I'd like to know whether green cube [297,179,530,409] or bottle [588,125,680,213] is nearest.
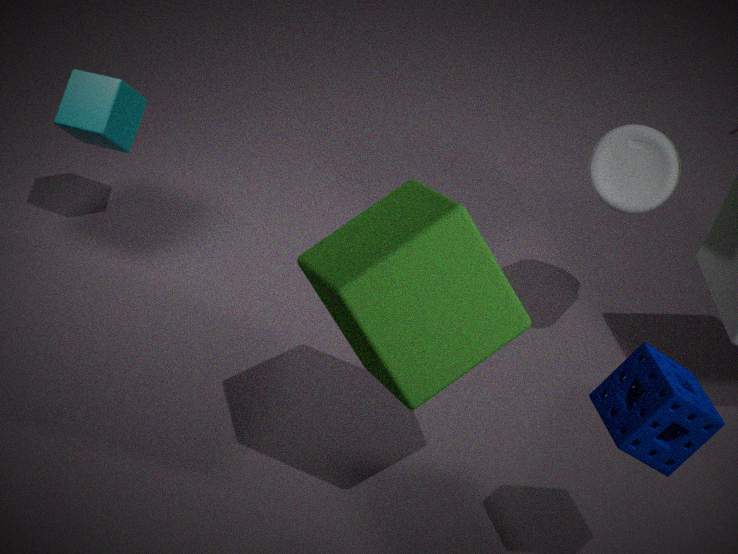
green cube [297,179,530,409]
